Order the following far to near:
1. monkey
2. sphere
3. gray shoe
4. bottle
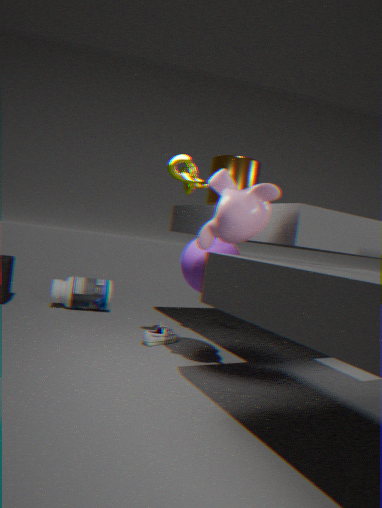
bottle < gray shoe < sphere < monkey
